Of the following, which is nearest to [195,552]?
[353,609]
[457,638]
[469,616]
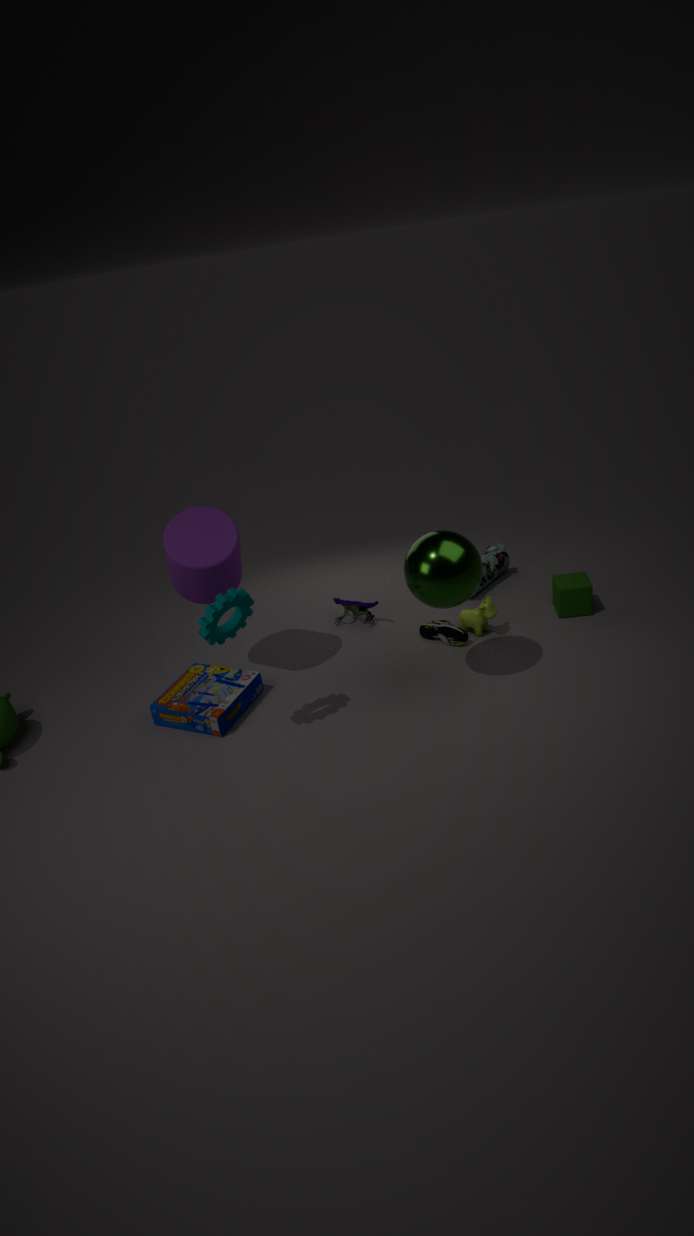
[353,609]
